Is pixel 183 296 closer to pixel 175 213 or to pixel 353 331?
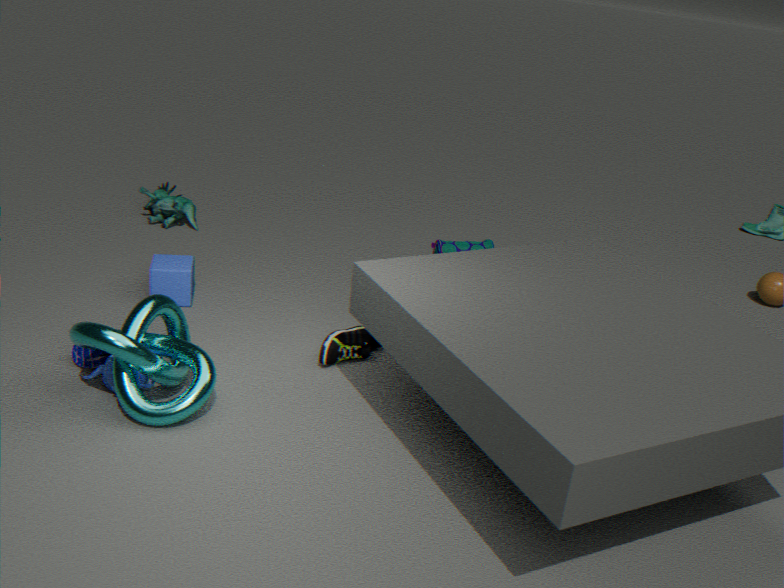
pixel 353 331
